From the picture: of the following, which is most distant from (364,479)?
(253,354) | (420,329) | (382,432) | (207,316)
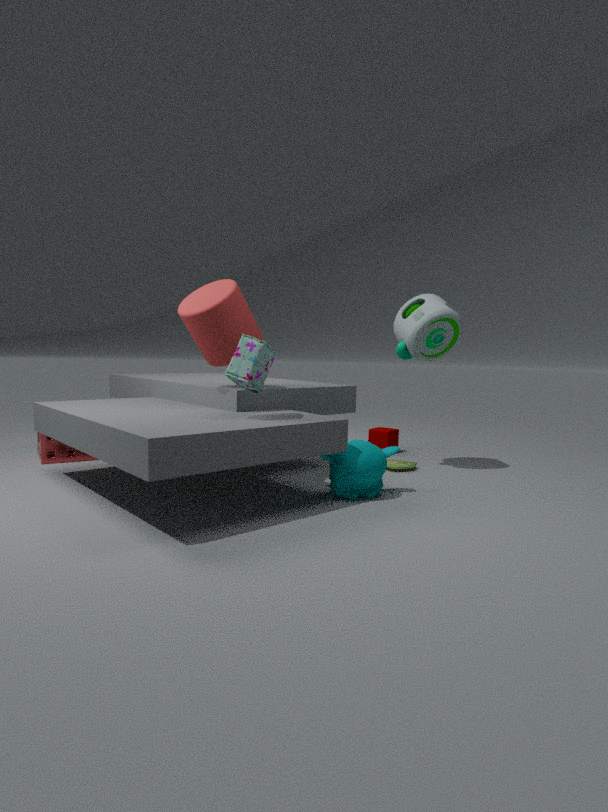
(382,432)
